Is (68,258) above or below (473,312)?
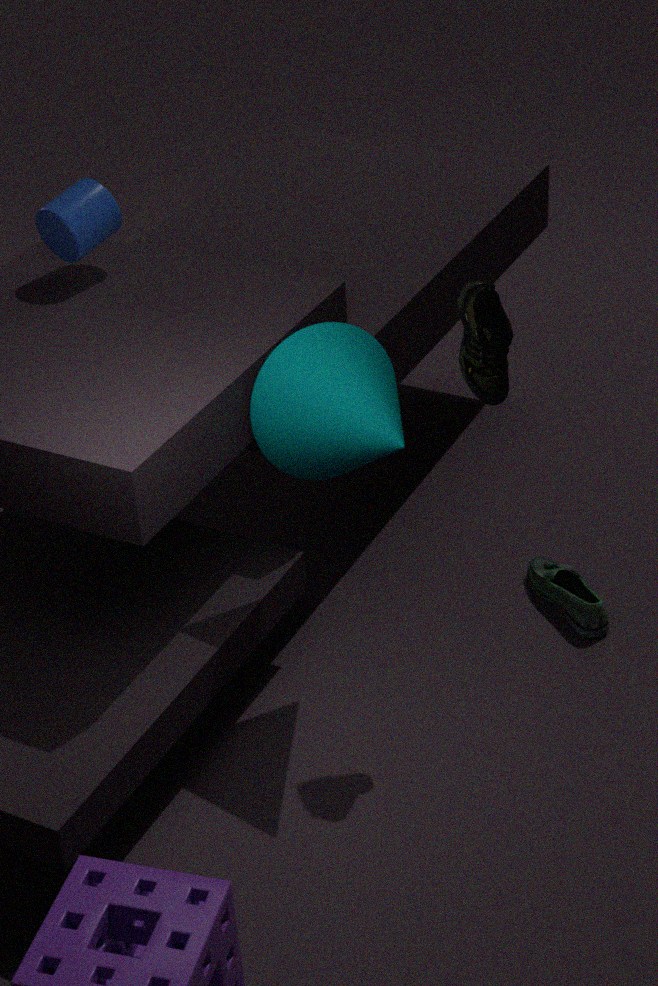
above
